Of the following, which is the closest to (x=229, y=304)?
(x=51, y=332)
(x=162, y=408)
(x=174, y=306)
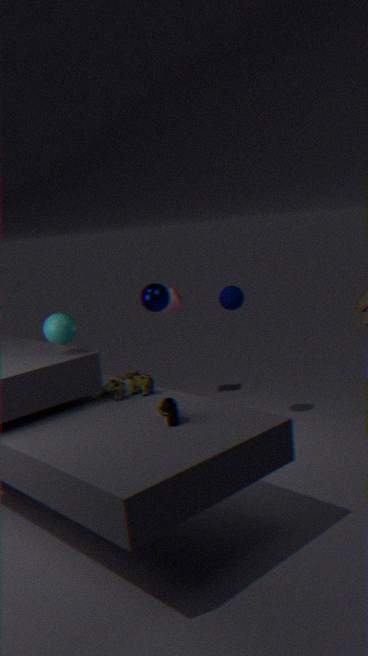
(x=174, y=306)
